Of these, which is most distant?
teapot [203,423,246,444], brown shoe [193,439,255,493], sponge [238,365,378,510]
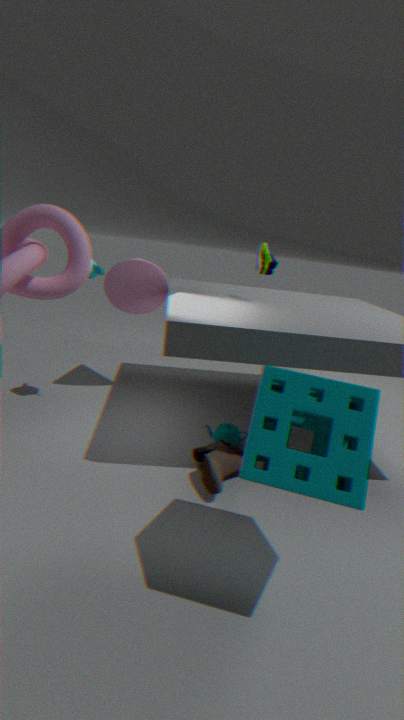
teapot [203,423,246,444]
